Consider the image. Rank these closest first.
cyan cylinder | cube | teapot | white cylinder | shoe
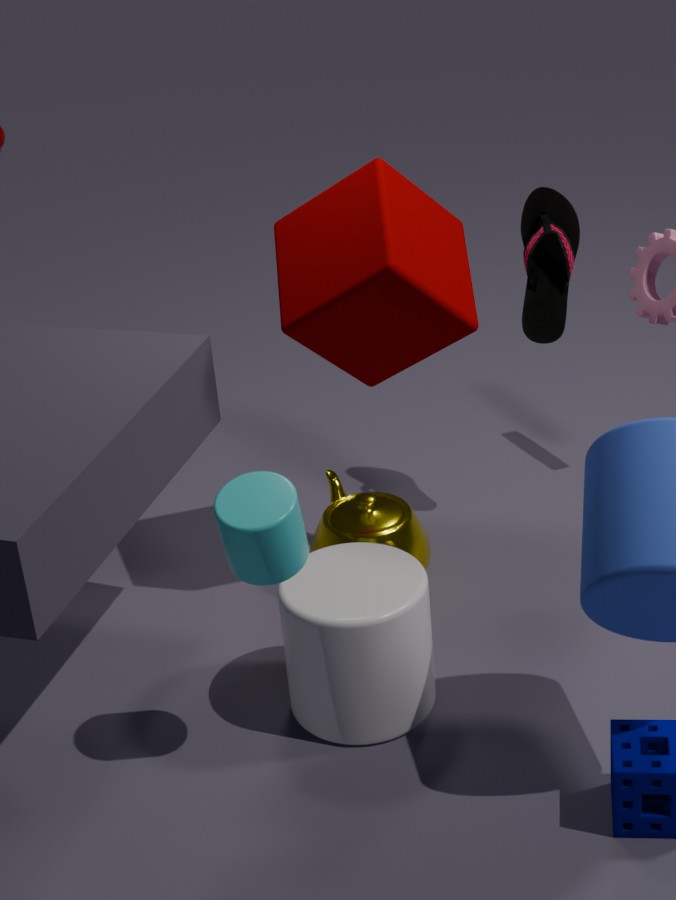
cyan cylinder → white cylinder → cube → teapot → shoe
